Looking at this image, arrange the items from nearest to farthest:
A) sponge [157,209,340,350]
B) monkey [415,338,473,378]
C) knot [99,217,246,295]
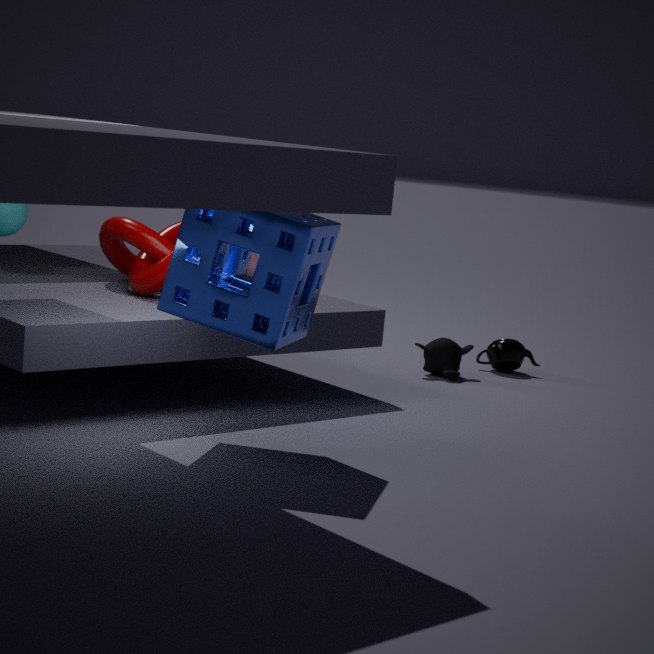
sponge [157,209,340,350] < knot [99,217,246,295] < monkey [415,338,473,378]
